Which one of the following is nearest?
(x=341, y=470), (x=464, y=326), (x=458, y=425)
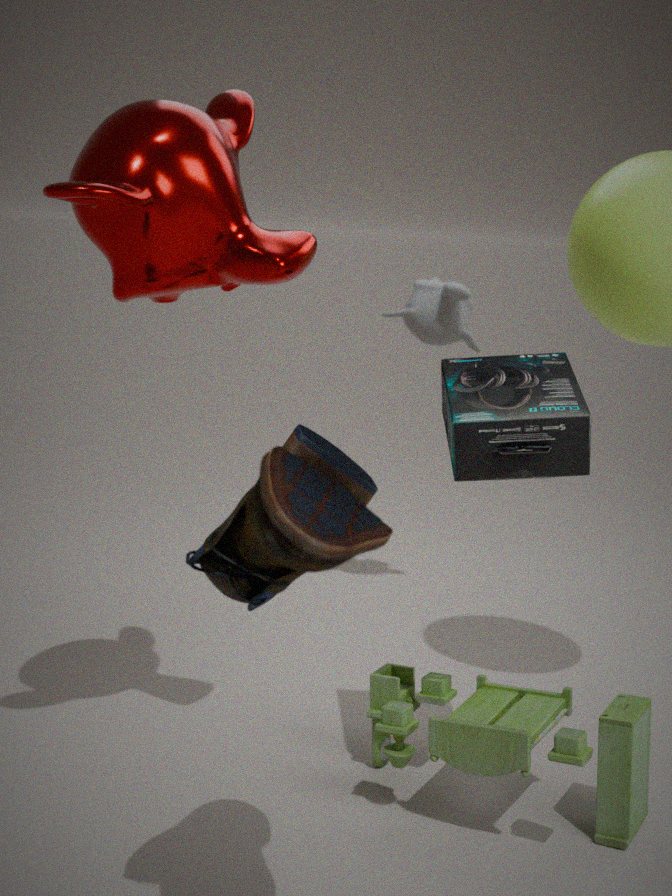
(x=341, y=470)
